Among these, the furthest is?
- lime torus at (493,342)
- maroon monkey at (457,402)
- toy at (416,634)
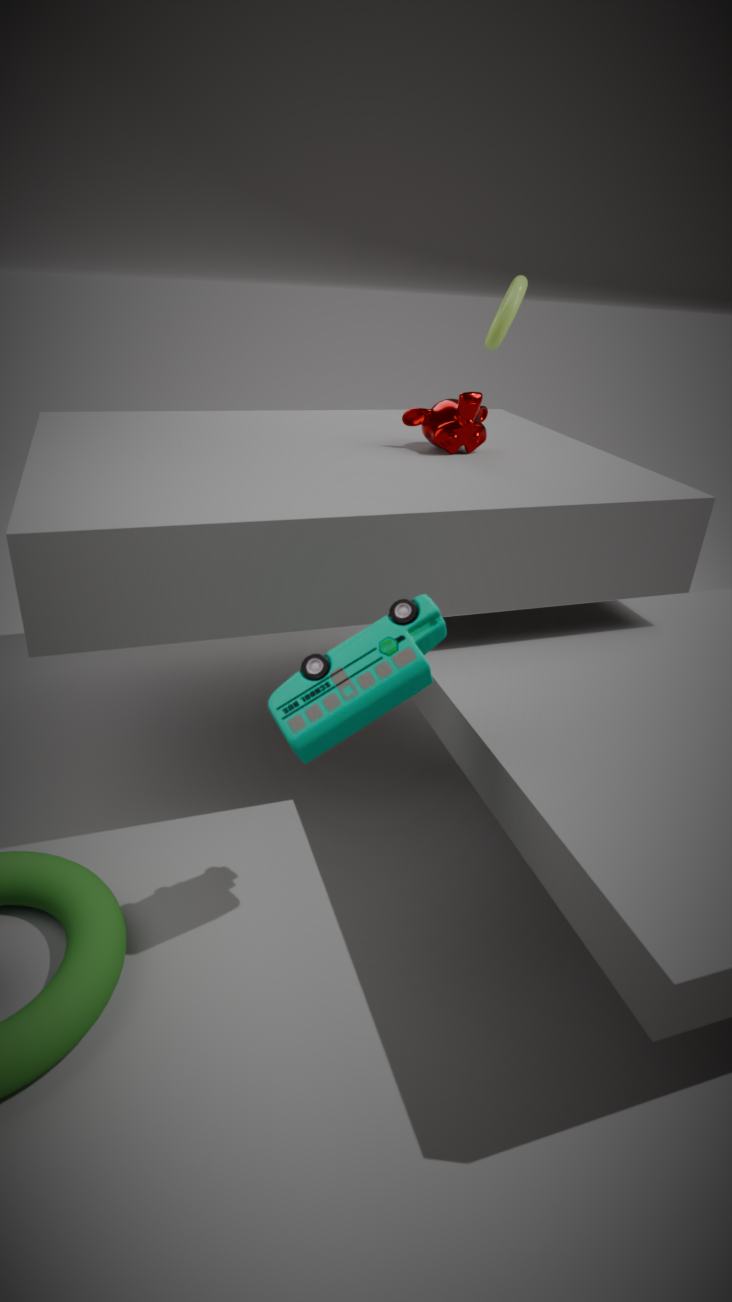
lime torus at (493,342)
